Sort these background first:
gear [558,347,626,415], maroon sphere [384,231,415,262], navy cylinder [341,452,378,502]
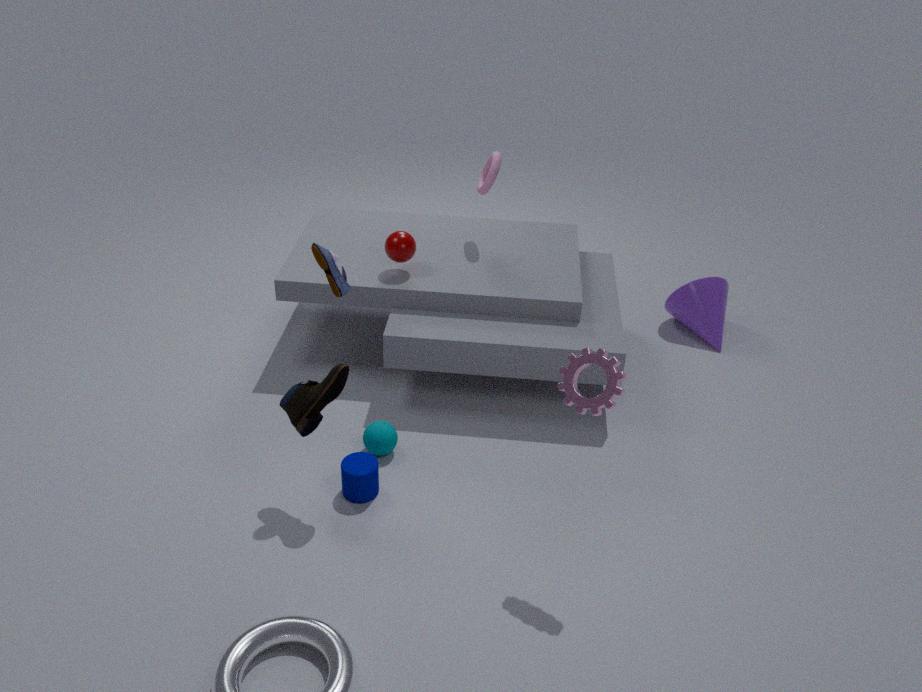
maroon sphere [384,231,415,262]
navy cylinder [341,452,378,502]
gear [558,347,626,415]
